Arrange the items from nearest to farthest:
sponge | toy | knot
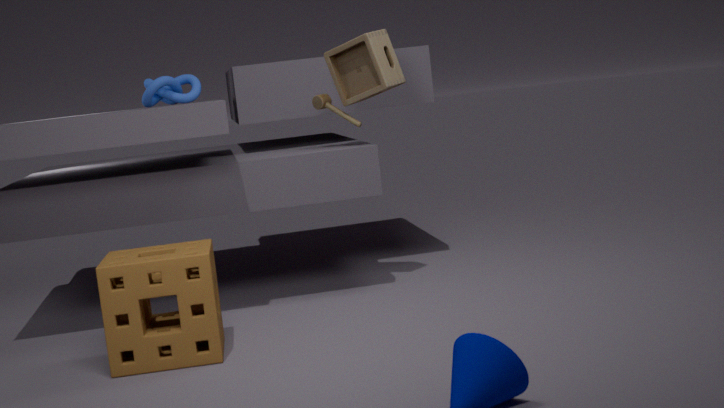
sponge
toy
knot
